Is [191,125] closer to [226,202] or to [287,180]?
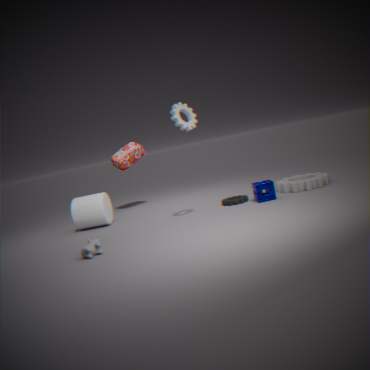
[226,202]
